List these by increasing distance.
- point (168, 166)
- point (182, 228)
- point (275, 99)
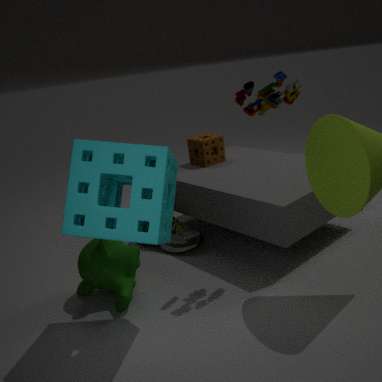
point (168, 166)
point (275, 99)
point (182, 228)
